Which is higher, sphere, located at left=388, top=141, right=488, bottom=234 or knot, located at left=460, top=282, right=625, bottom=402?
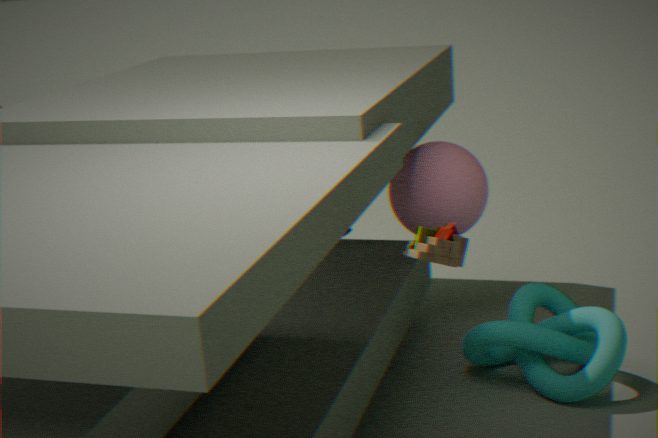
sphere, located at left=388, top=141, right=488, bottom=234
